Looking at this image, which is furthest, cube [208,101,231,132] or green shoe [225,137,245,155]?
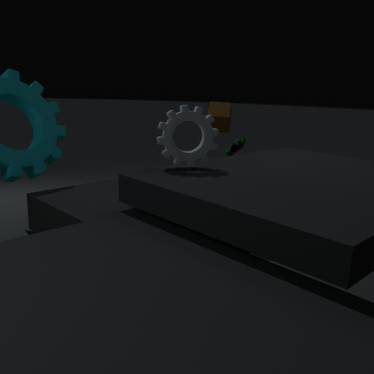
cube [208,101,231,132]
